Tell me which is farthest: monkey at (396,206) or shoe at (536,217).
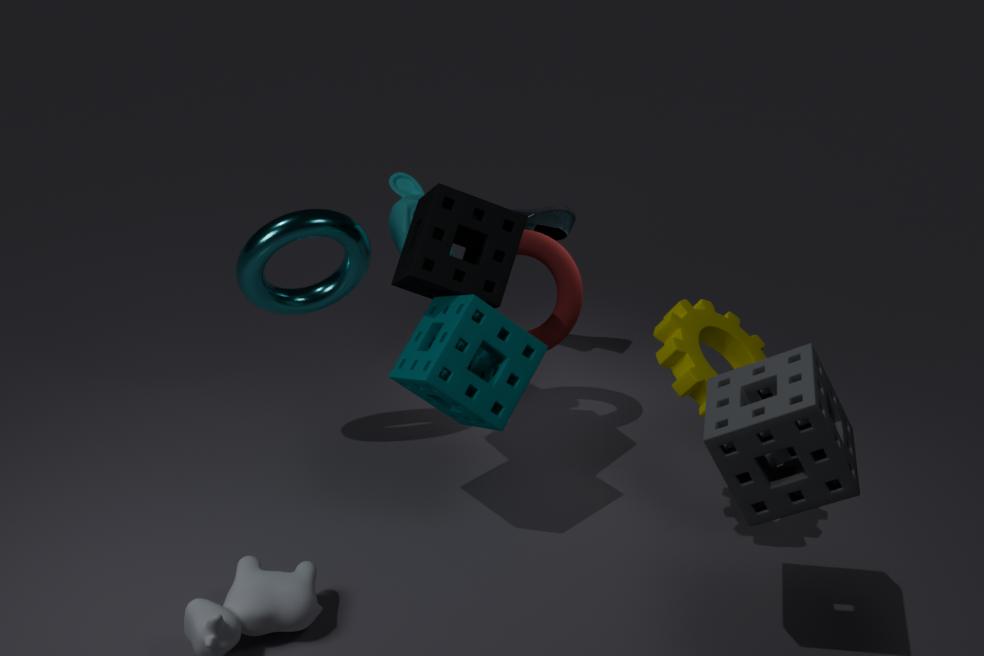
shoe at (536,217)
